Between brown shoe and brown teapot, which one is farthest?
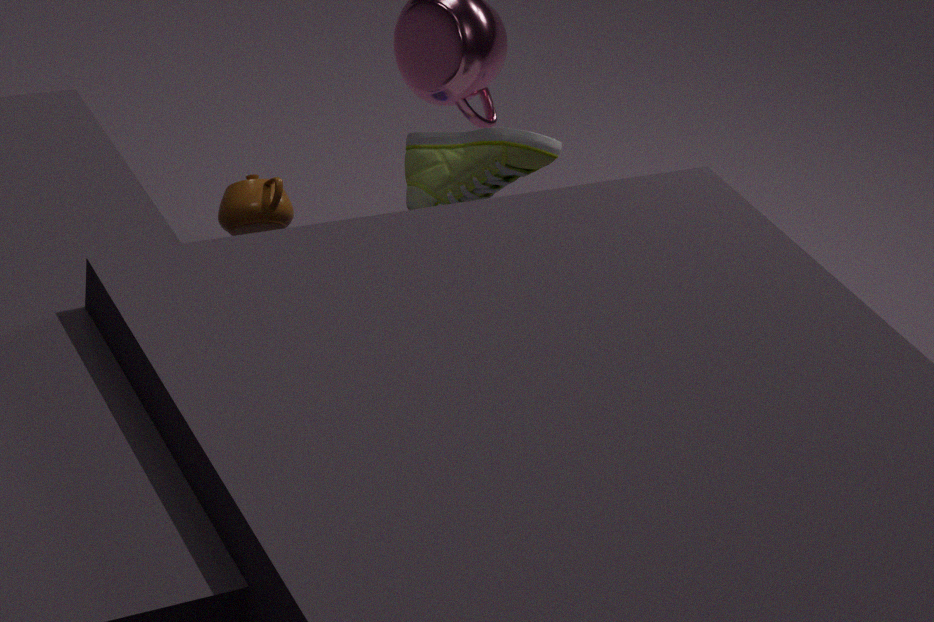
brown shoe
